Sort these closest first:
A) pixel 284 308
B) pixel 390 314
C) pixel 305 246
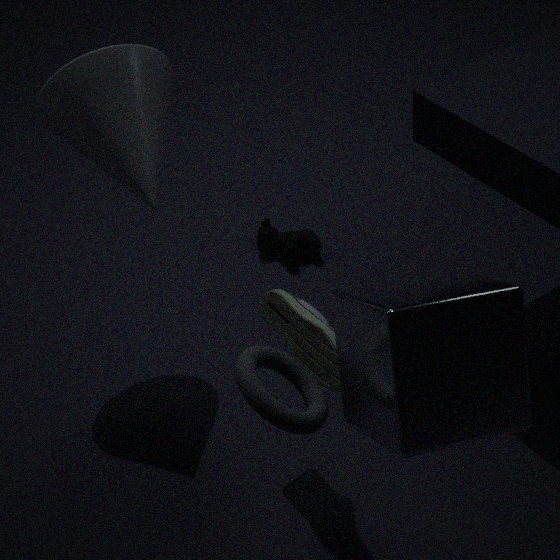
pixel 390 314, pixel 284 308, pixel 305 246
